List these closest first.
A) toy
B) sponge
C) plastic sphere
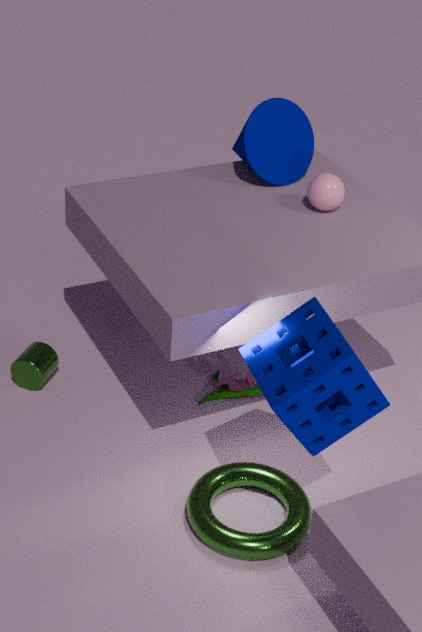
sponge, plastic sphere, toy
